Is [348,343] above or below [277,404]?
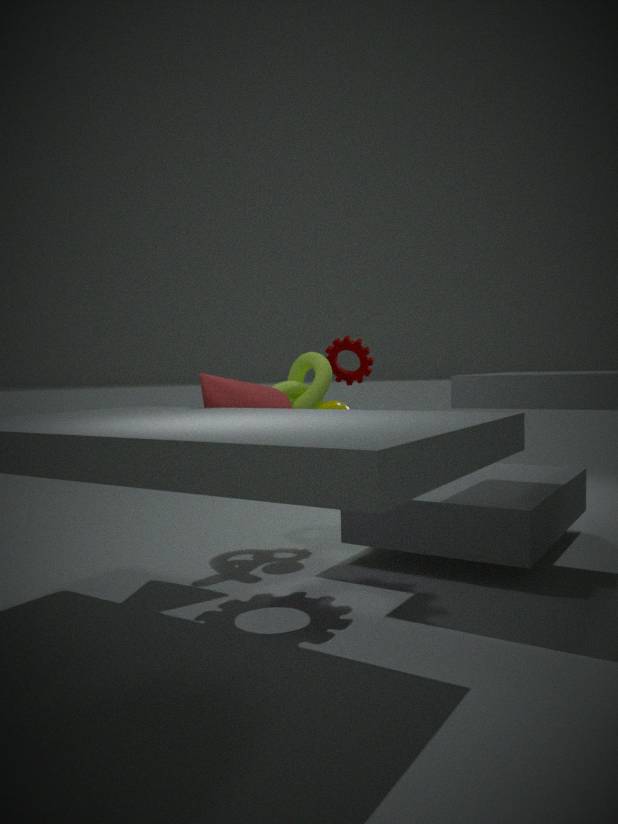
above
